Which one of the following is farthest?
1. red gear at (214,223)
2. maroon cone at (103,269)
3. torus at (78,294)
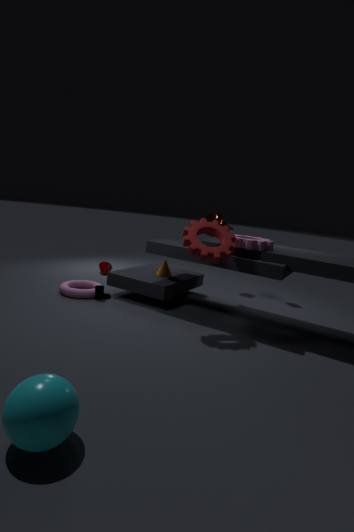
maroon cone at (103,269)
